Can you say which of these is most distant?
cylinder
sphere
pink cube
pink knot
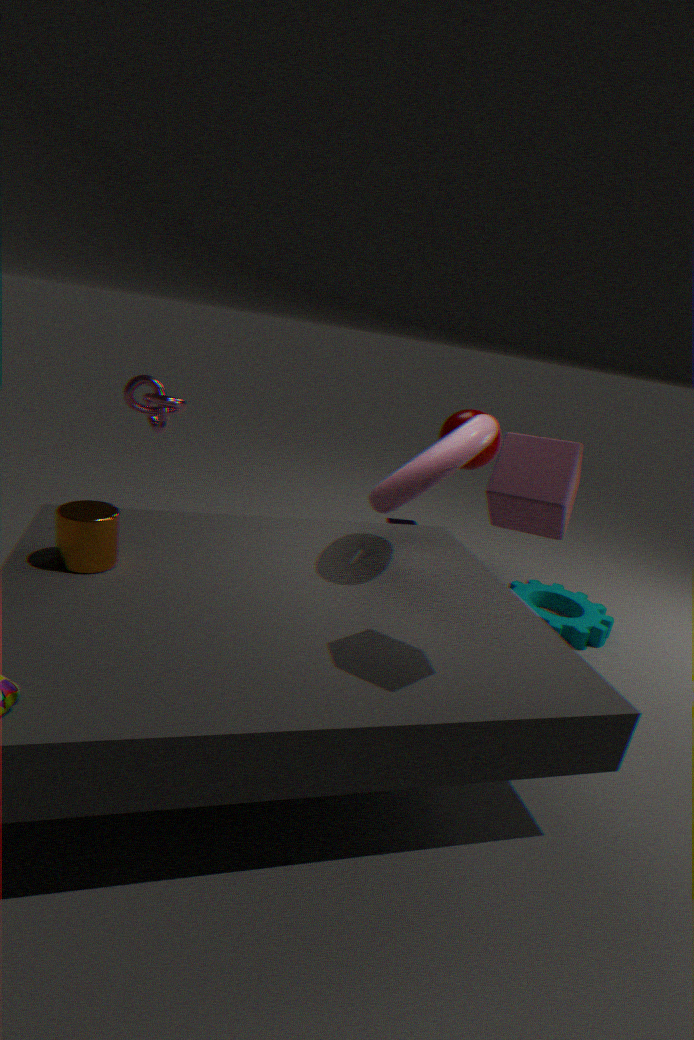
sphere
